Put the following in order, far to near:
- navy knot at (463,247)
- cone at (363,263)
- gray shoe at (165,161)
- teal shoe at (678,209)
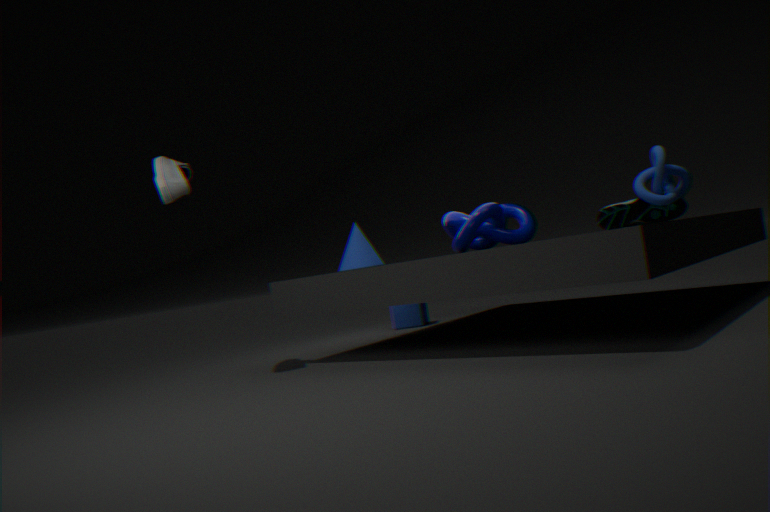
navy knot at (463,247) < cone at (363,263) < teal shoe at (678,209) < gray shoe at (165,161)
